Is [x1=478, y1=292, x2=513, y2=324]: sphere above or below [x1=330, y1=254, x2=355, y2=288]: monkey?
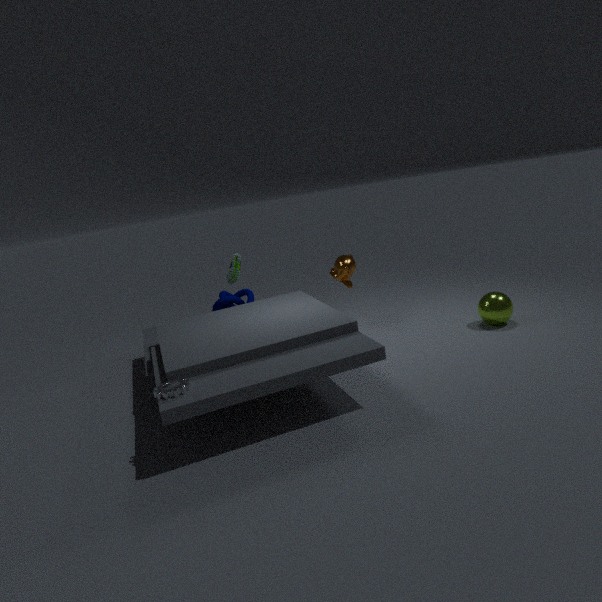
below
